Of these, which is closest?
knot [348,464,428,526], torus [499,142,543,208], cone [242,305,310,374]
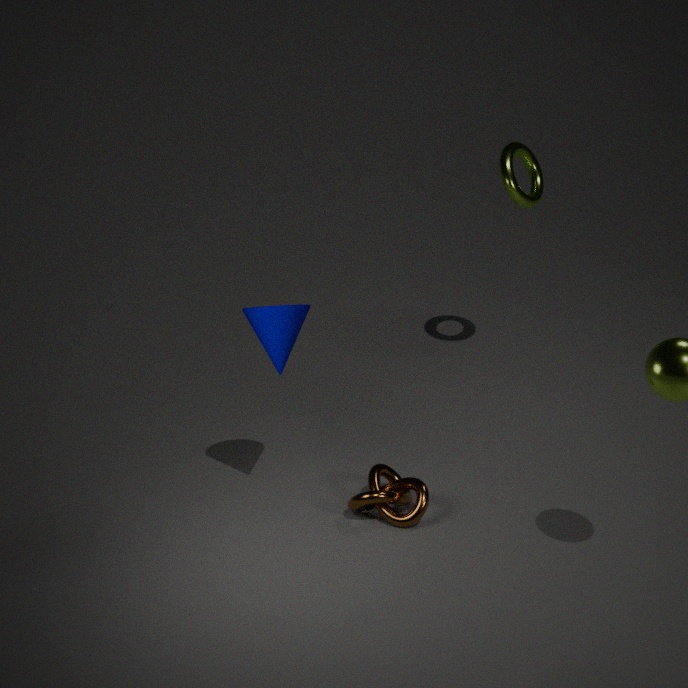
cone [242,305,310,374]
